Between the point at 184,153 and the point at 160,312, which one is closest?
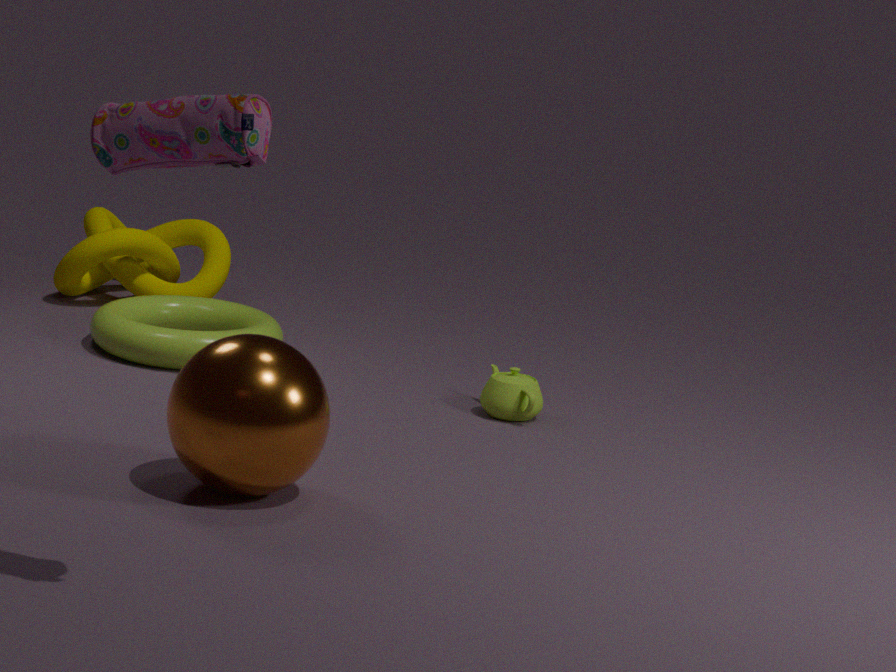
the point at 184,153
